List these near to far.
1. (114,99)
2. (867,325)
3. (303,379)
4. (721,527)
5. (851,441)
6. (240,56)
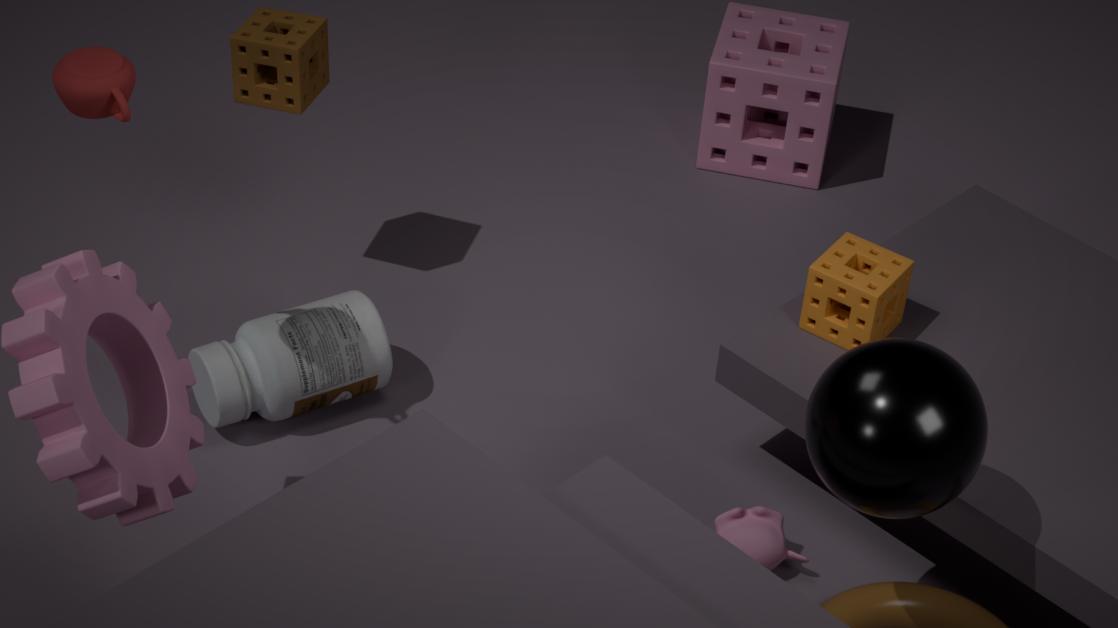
(851,441) < (114,99) < (721,527) < (867,325) < (303,379) < (240,56)
